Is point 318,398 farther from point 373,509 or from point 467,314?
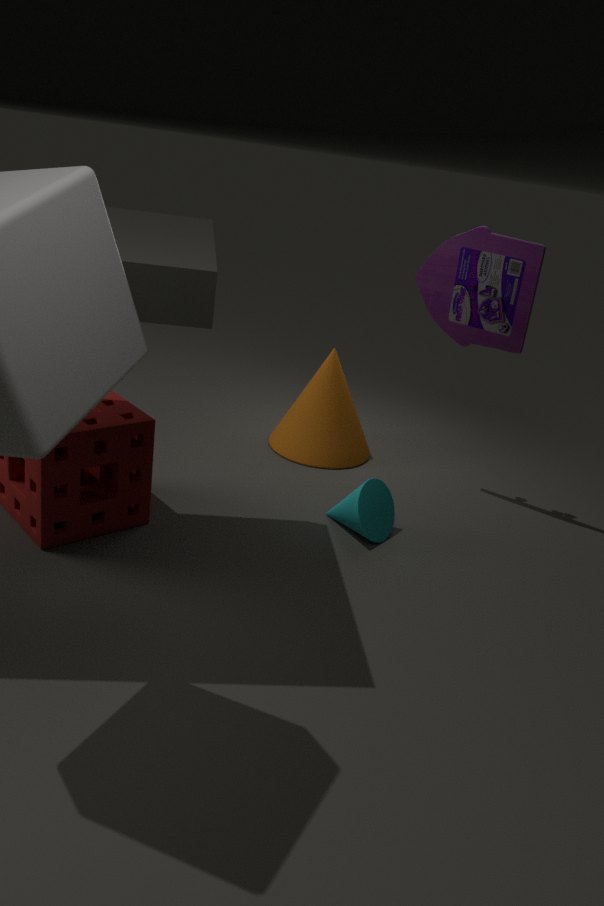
point 467,314
